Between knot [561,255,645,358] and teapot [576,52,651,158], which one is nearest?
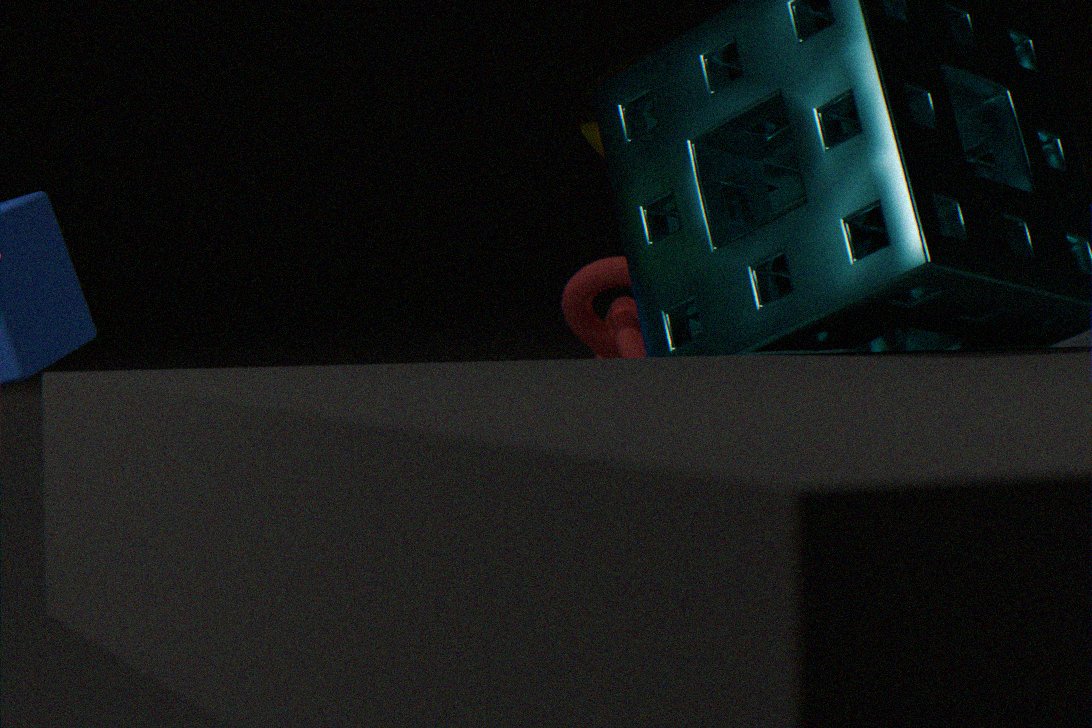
teapot [576,52,651,158]
